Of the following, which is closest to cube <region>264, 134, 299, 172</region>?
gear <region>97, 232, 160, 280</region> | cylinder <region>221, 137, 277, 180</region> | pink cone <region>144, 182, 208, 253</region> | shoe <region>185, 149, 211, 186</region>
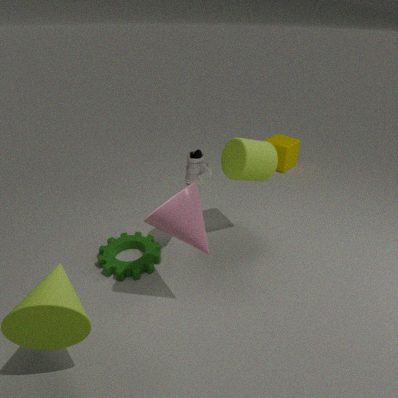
cylinder <region>221, 137, 277, 180</region>
